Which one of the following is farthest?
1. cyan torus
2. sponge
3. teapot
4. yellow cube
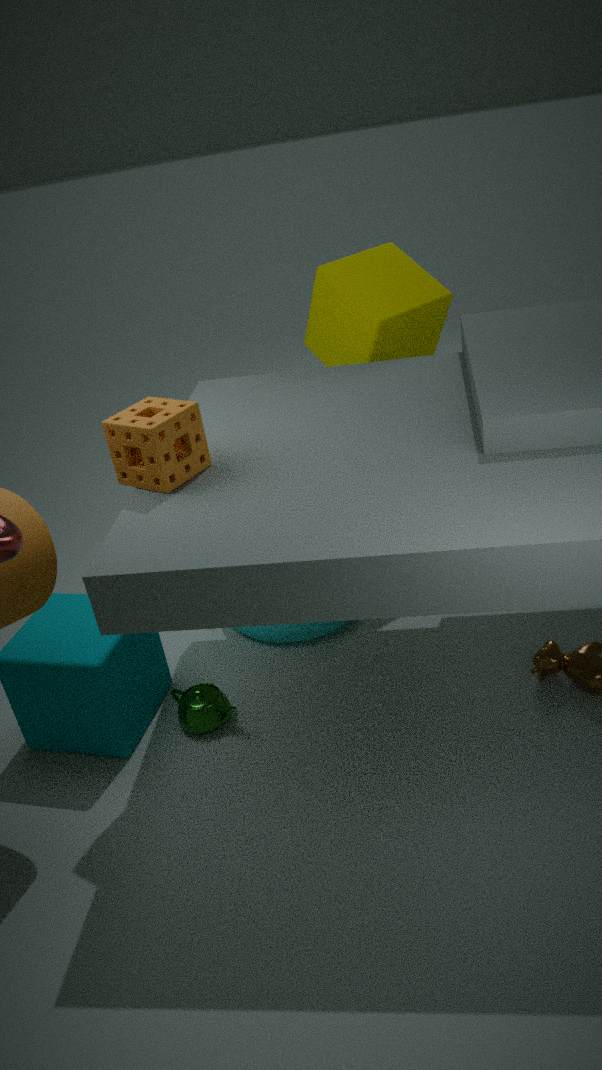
yellow cube
